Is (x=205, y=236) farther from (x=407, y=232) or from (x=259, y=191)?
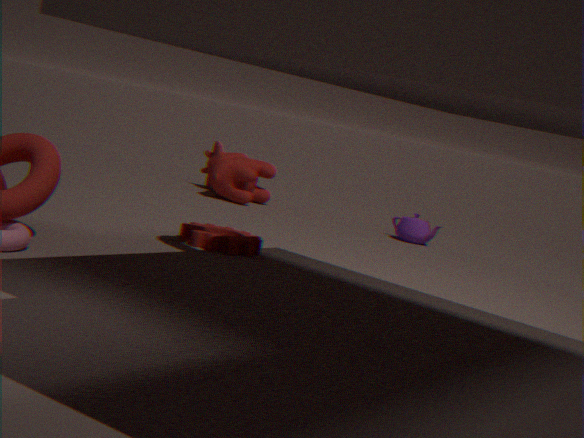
(x=259, y=191)
